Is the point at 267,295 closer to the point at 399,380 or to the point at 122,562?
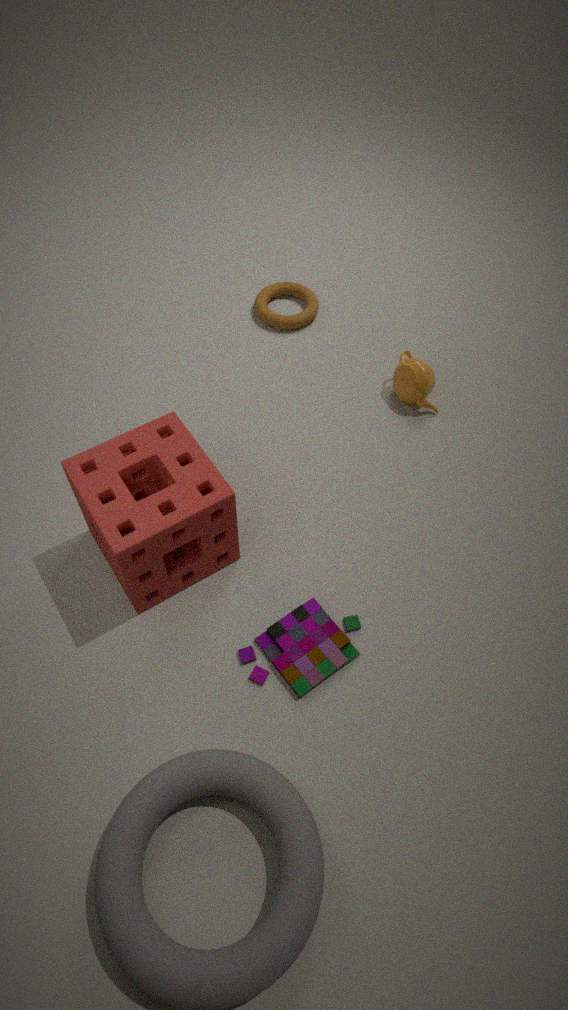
the point at 399,380
